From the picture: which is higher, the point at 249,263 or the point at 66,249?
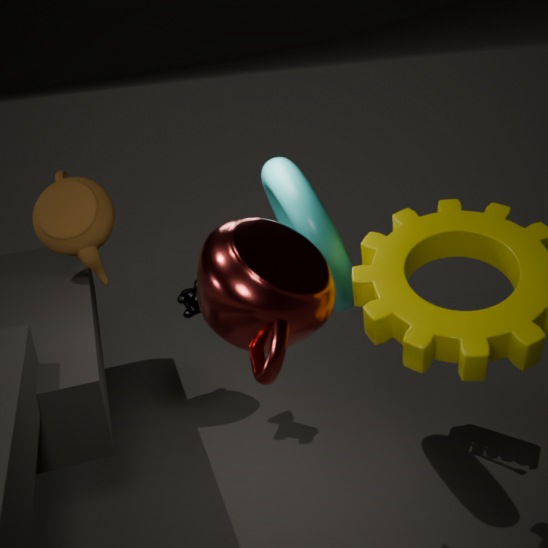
the point at 249,263
